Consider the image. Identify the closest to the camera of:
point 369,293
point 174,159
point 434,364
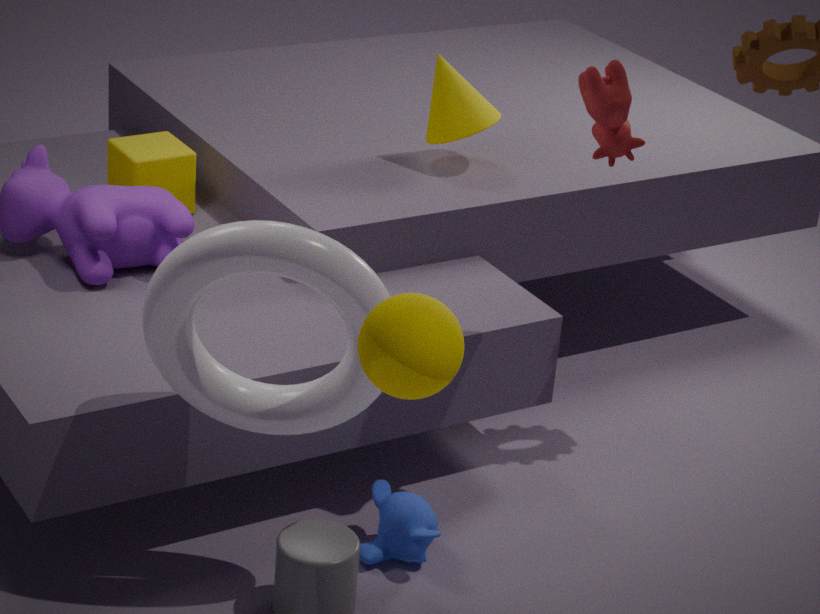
point 434,364
